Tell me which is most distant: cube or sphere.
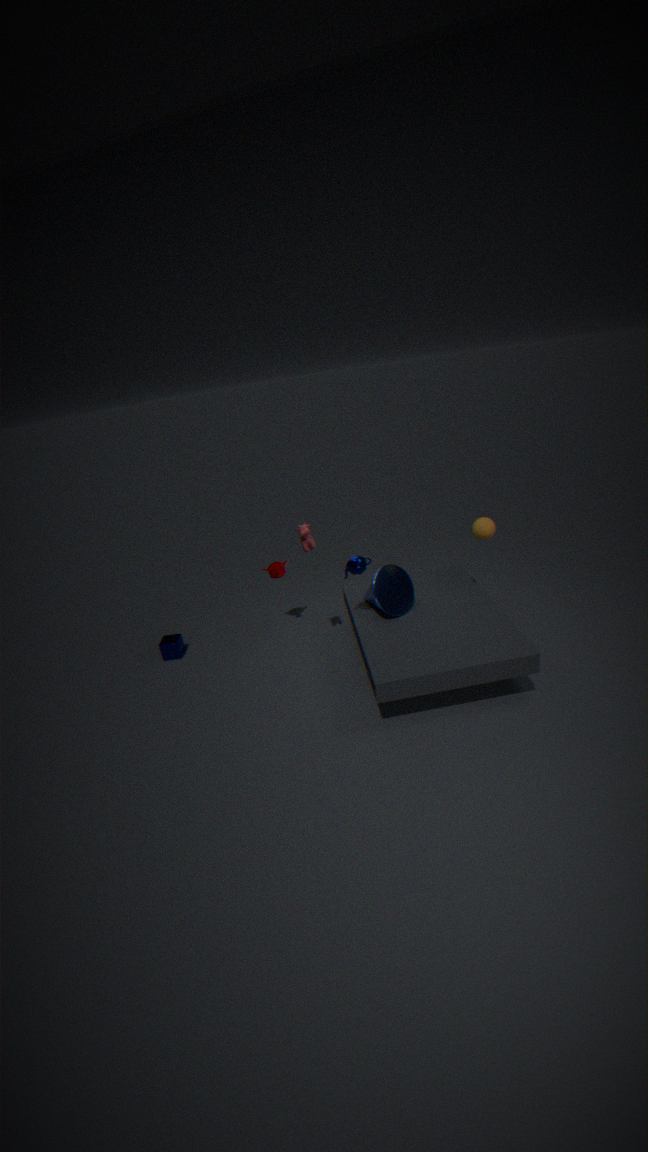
cube
